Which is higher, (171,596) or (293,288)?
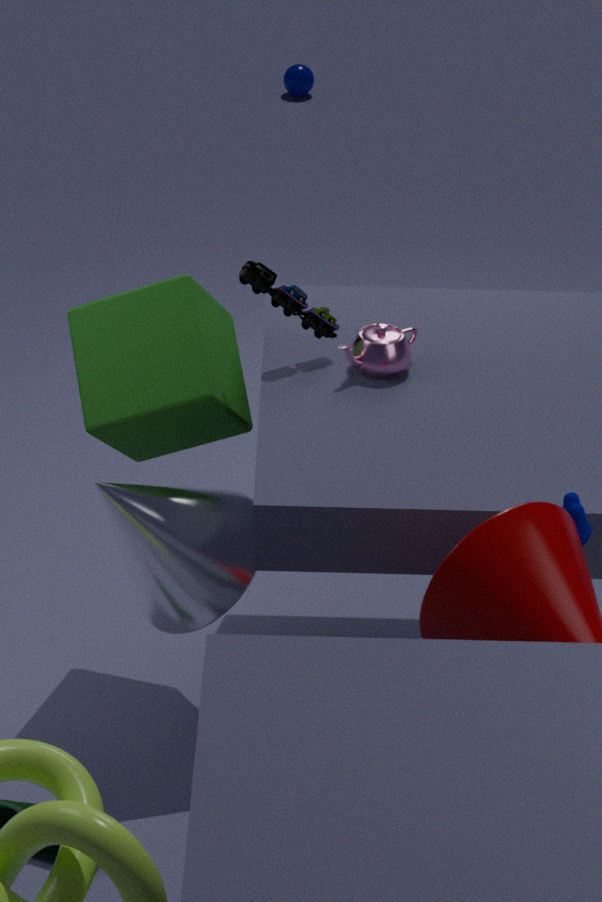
(293,288)
